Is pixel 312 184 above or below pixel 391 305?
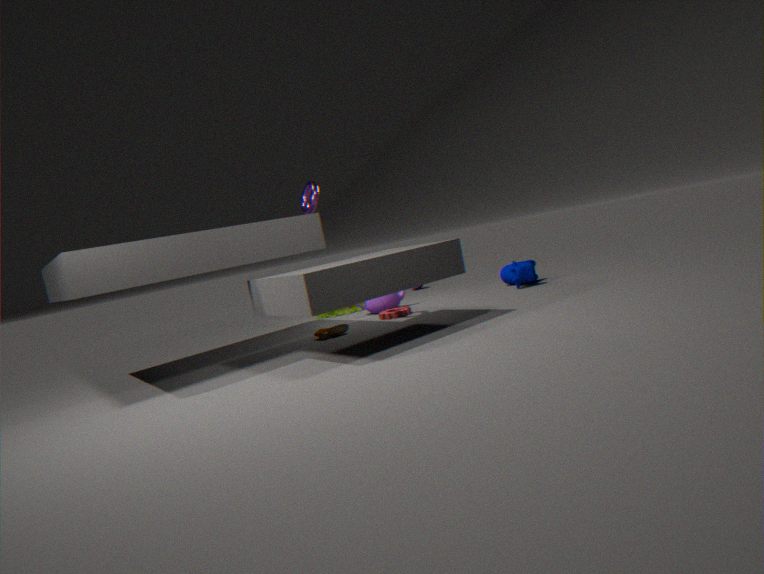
above
